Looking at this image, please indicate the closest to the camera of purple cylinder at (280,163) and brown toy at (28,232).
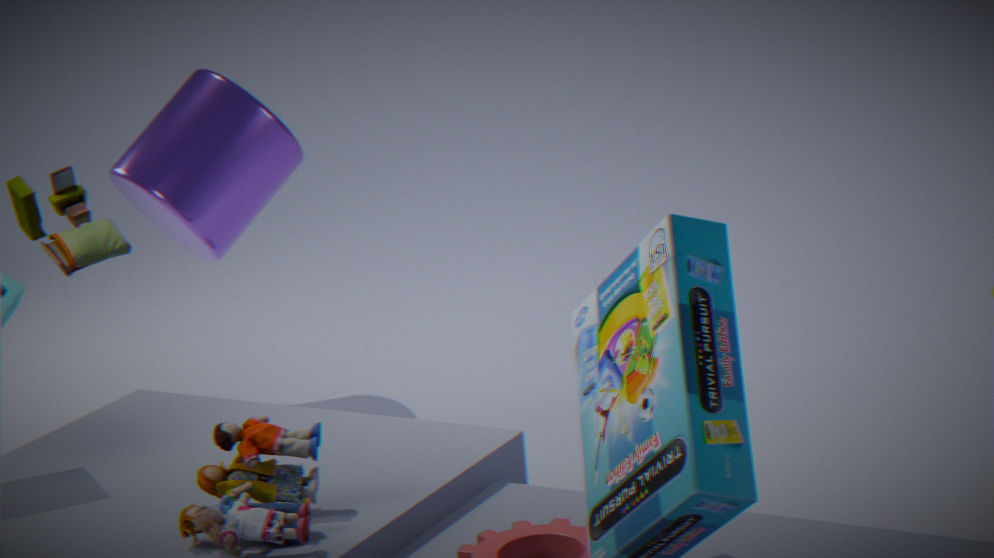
brown toy at (28,232)
